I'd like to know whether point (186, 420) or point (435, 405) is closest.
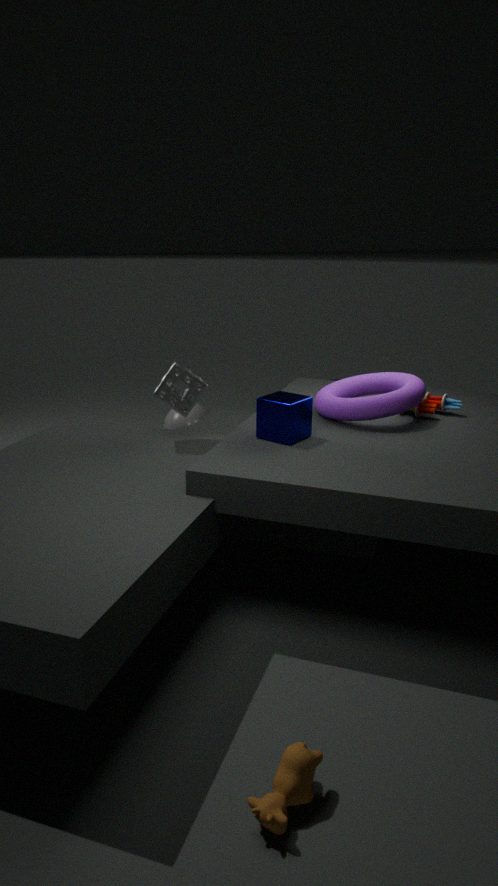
point (435, 405)
